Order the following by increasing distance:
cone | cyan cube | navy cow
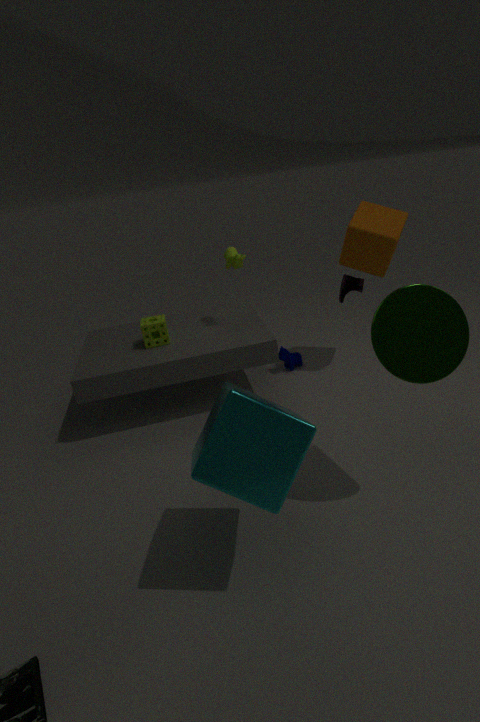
cyan cube
cone
navy cow
